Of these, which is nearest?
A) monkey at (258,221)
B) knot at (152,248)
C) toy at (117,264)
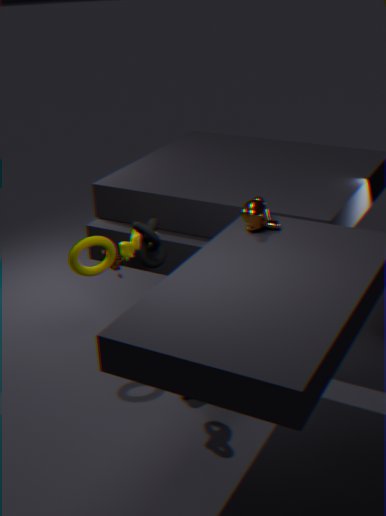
knot at (152,248)
